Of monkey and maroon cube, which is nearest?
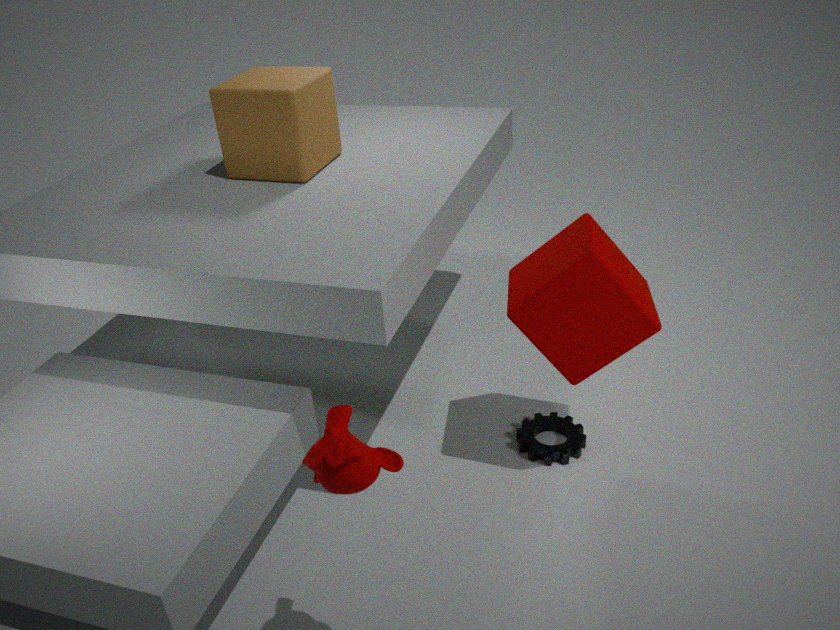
monkey
